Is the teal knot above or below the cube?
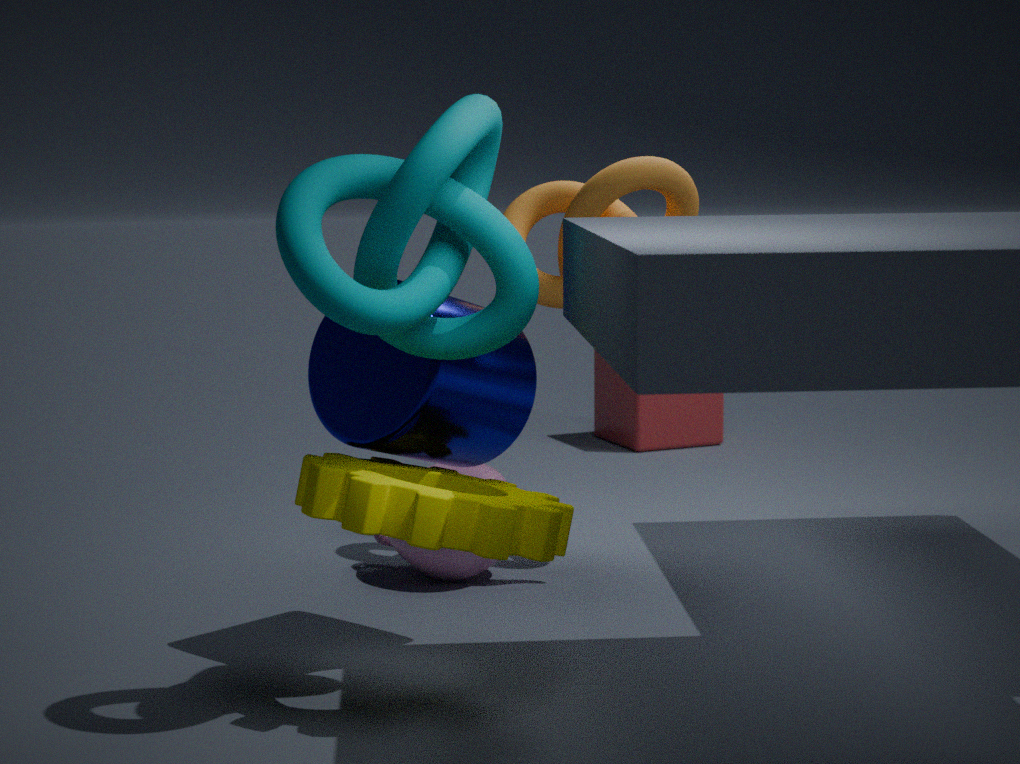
above
